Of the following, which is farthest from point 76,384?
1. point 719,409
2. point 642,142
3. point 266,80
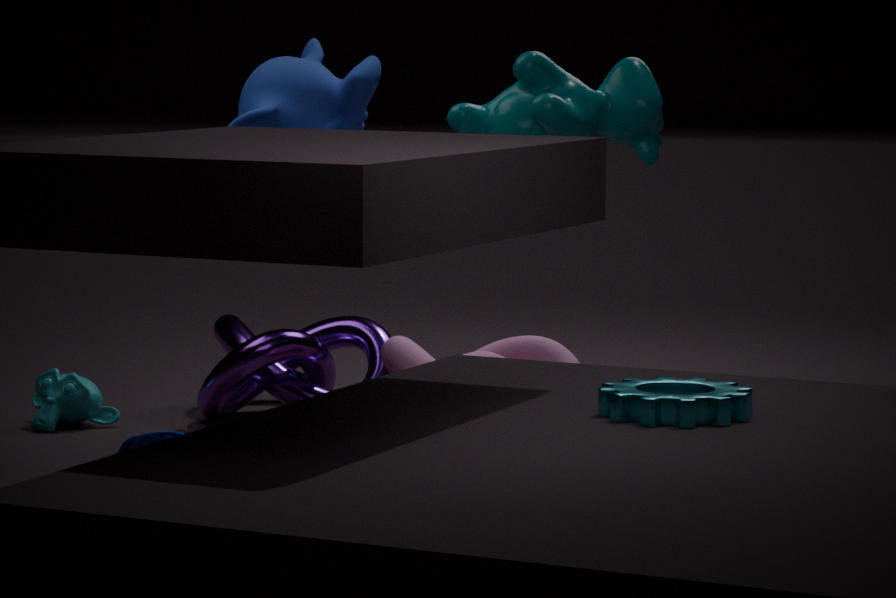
point 719,409
